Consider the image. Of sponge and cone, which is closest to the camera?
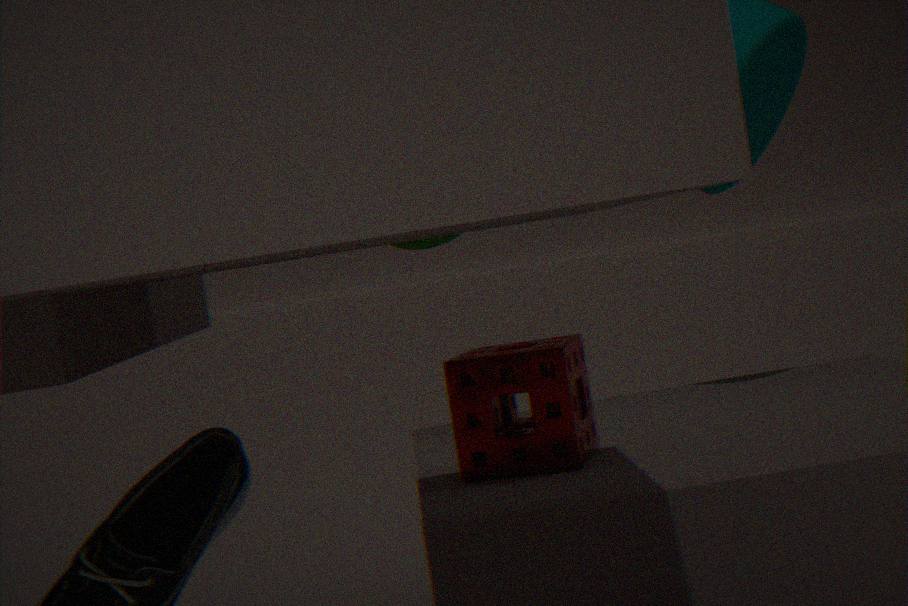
sponge
